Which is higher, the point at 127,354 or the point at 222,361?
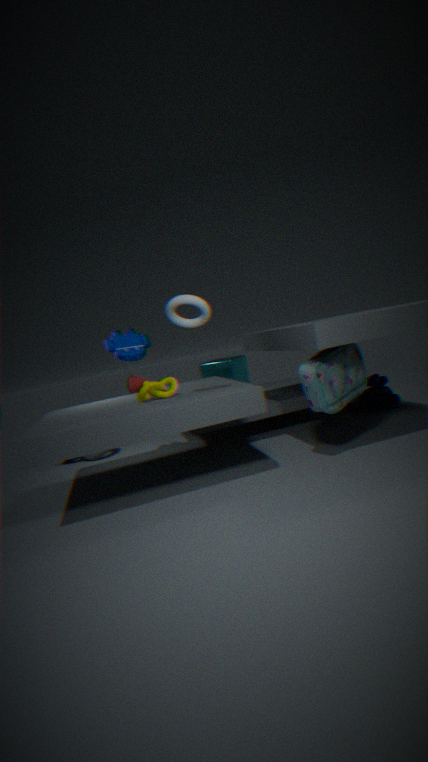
the point at 127,354
